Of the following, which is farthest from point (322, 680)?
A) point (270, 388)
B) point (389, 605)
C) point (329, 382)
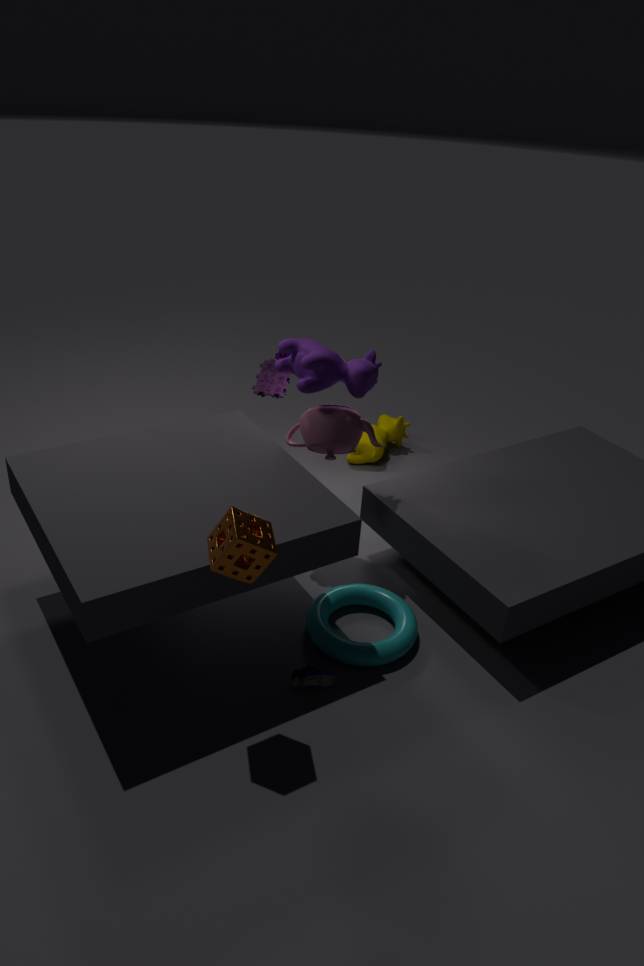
point (270, 388)
